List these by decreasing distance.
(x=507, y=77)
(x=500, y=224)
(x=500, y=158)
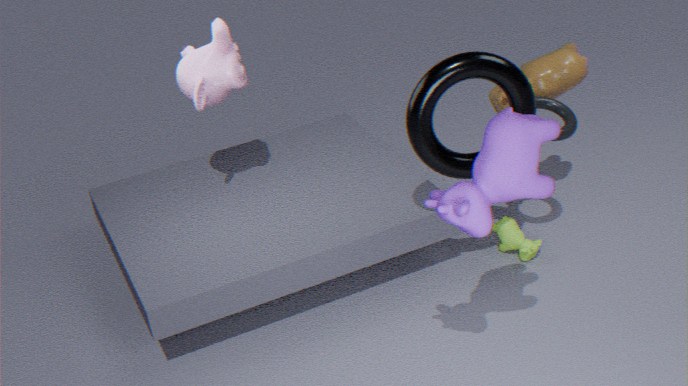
(x=500, y=224), (x=507, y=77), (x=500, y=158)
